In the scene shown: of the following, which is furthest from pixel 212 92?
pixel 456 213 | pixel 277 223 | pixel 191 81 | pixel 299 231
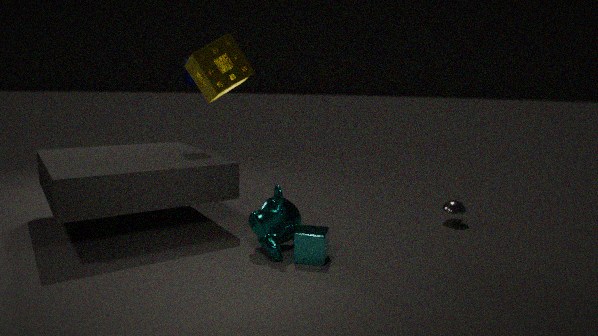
pixel 456 213
